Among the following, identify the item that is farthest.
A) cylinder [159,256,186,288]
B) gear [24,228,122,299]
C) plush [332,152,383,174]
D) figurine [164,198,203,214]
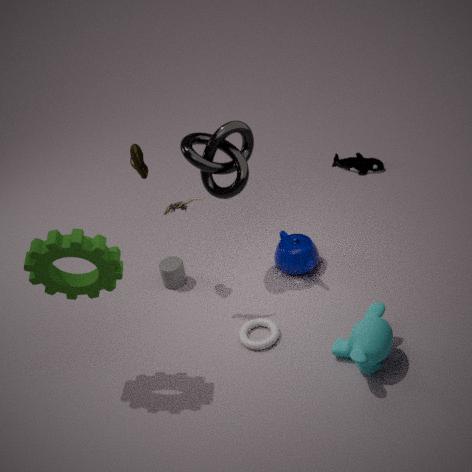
plush [332,152,383,174]
